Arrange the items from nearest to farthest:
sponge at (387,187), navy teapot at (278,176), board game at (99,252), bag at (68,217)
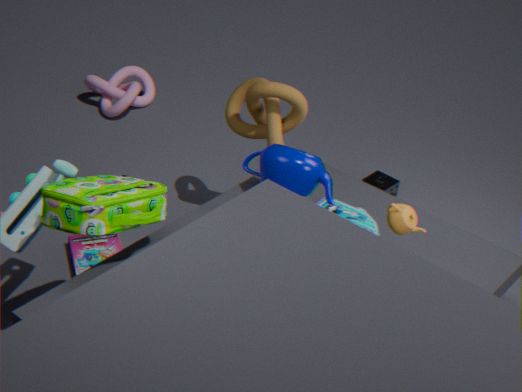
bag at (68,217) < navy teapot at (278,176) < board game at (99,252) < sponge at (387,187)
